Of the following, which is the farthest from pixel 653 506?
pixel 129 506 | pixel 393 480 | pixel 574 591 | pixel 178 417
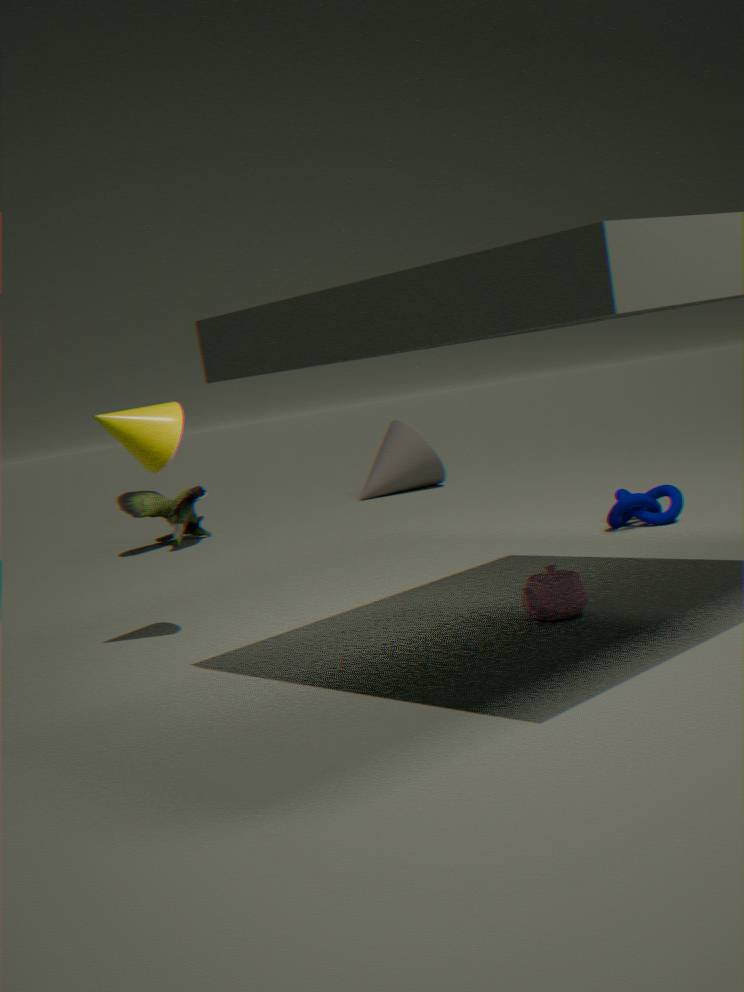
pixel 129 506
